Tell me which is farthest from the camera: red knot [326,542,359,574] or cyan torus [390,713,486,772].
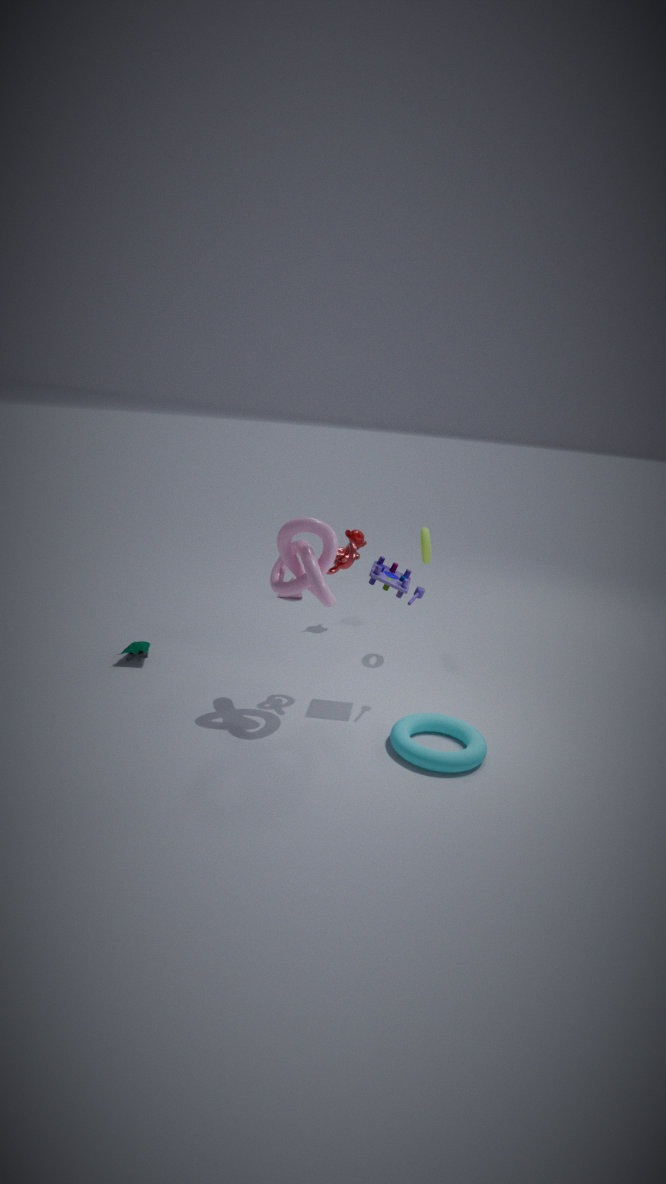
red knot [326,542,359,574]
